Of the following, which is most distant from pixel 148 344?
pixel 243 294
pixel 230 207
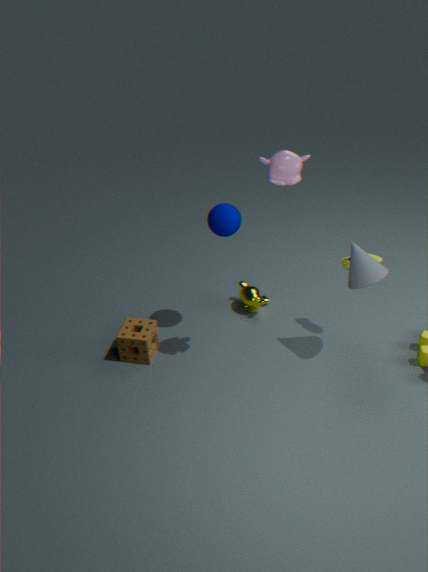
pixel 230 207
